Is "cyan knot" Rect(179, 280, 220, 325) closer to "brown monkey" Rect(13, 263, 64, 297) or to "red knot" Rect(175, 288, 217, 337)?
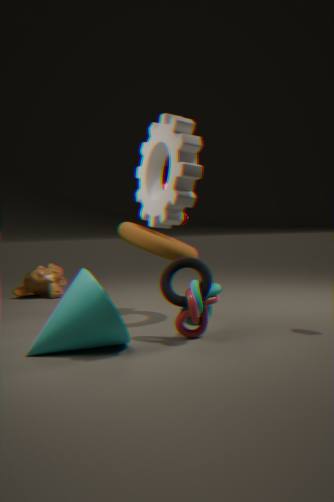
"red knot" Rect(175, 288, 217, 337)
